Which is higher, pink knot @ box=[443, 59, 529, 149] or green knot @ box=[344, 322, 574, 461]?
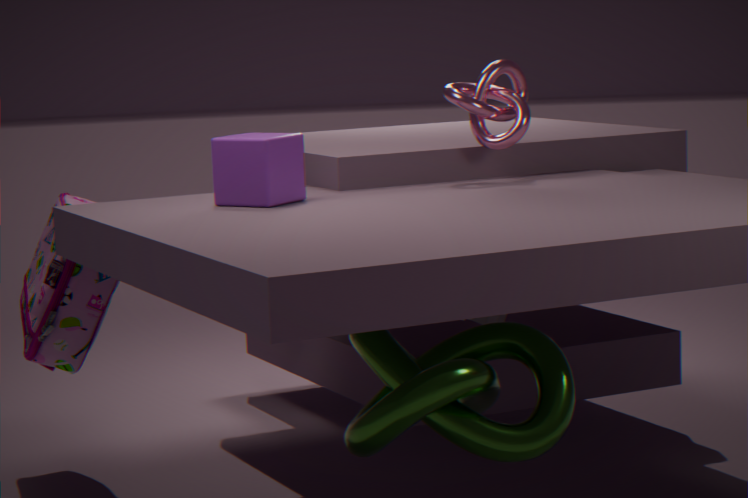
pink knot @ box=[443, 59, 529, 149]
